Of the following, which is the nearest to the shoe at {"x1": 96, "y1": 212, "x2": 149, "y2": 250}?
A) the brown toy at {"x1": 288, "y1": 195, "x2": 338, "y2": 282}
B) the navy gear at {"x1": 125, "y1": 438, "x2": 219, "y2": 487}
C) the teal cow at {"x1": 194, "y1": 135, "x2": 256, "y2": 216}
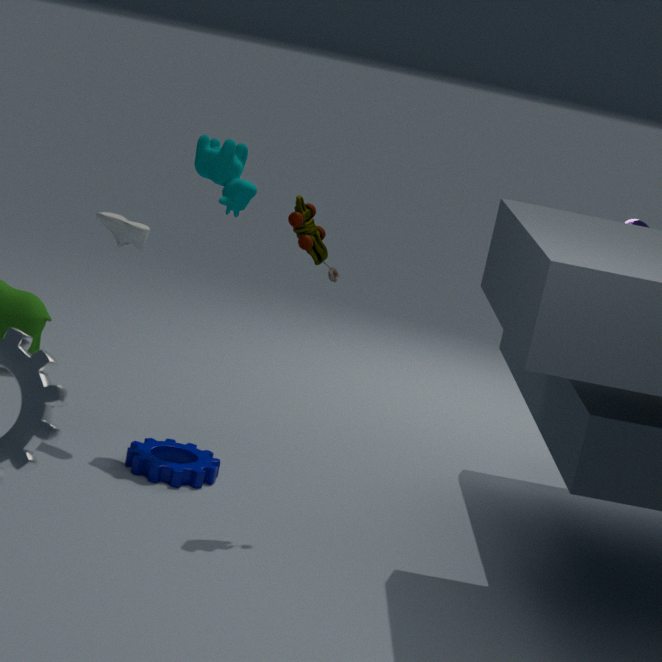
the teal cow at {"x1": 194, "y1": 135, "x2": 256, "y2": 216}
